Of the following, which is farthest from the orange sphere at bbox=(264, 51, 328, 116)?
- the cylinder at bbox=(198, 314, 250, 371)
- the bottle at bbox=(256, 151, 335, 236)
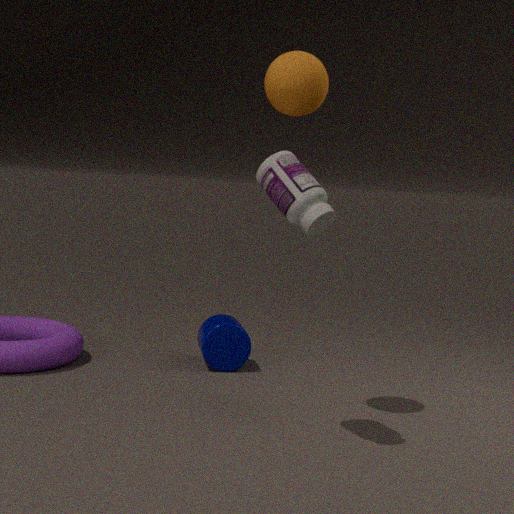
the cylinder at bbox=(198, 314, 250, 371)
